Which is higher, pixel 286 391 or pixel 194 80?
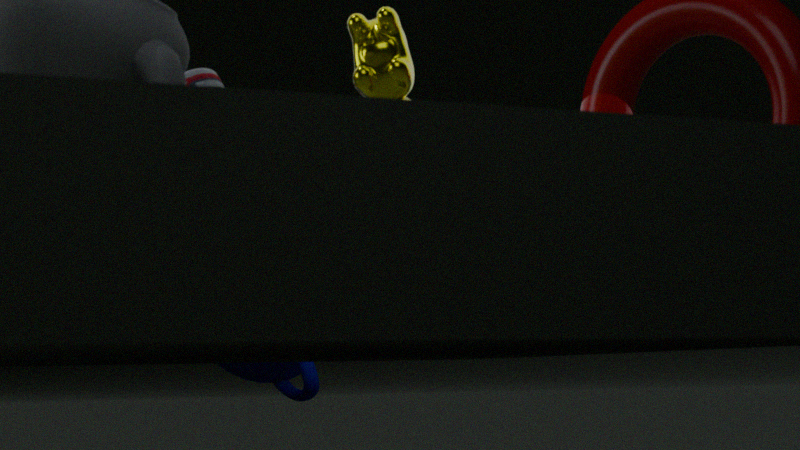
pixel 194 80
